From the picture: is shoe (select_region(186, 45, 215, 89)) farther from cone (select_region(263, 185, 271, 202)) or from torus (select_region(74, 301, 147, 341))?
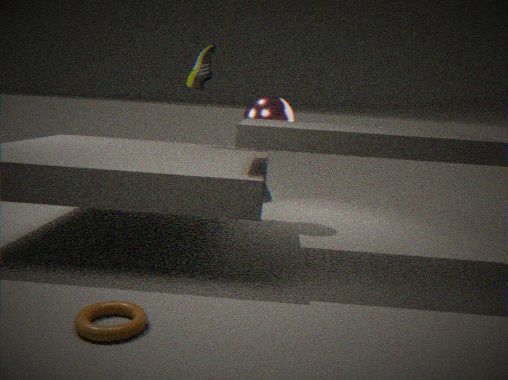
torus (select_region(74, 301, 147, 341))
